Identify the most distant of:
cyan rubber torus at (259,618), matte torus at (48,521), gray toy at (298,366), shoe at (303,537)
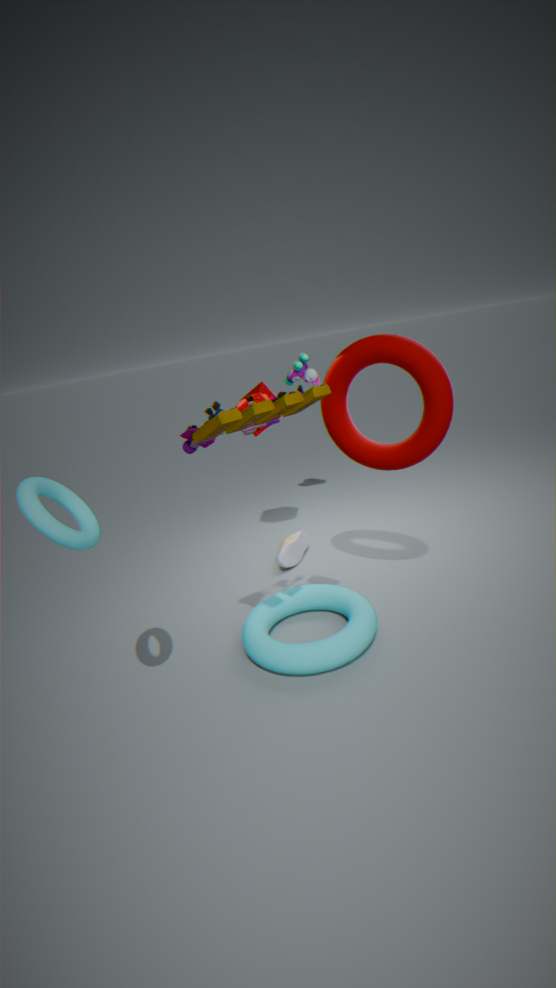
gray toy at (298,366)
